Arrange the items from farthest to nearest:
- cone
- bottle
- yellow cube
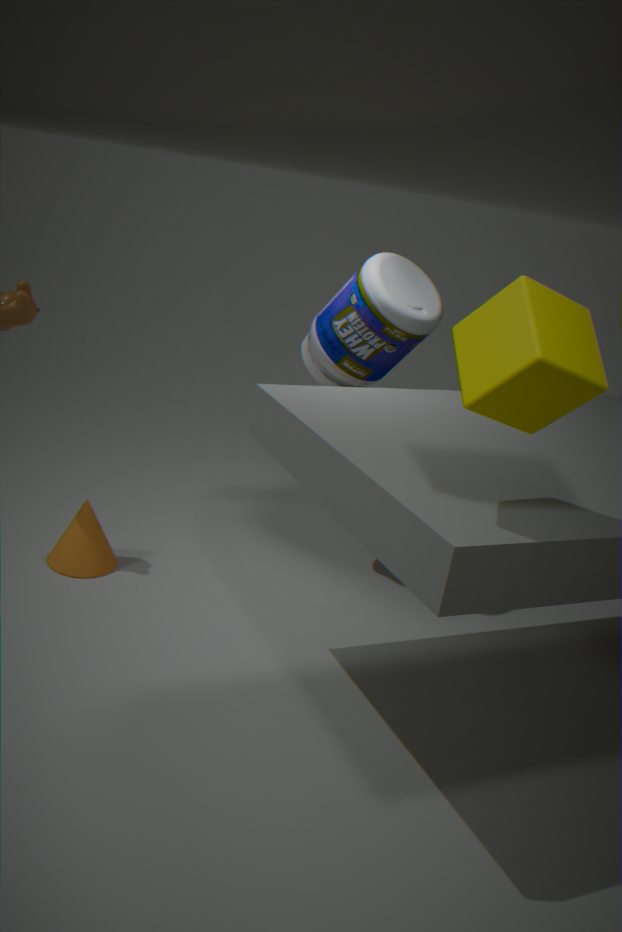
1. cone
2. bottle
3. yellow cube
